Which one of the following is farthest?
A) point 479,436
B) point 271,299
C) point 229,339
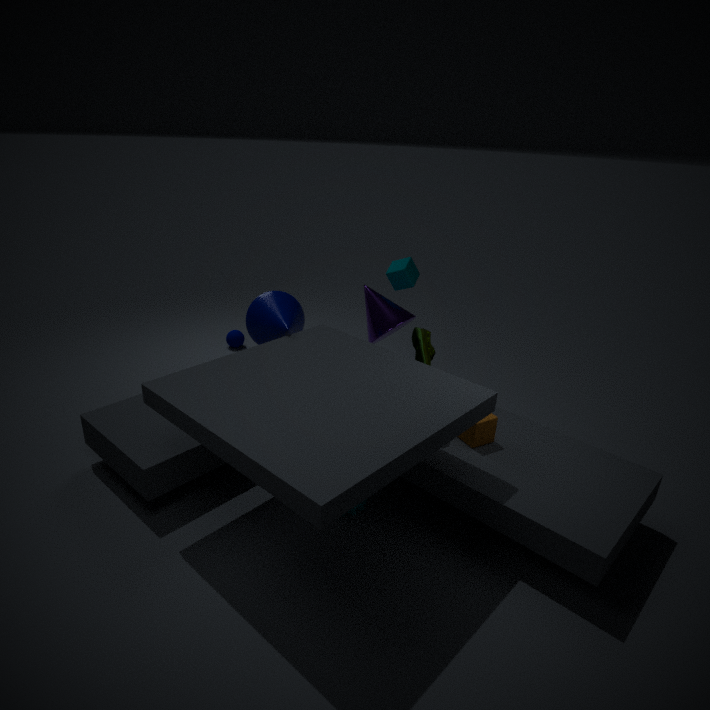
point 229,339
